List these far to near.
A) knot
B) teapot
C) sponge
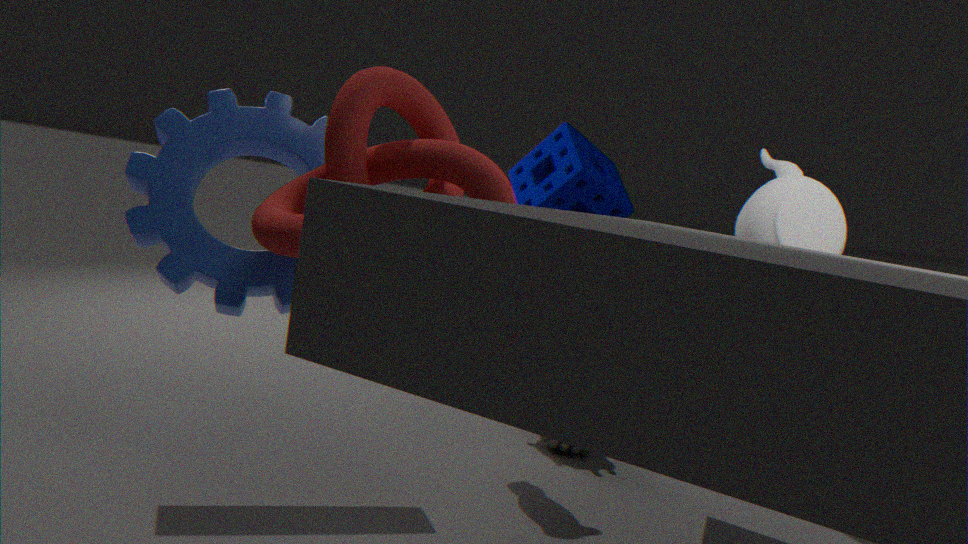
sponge < teapot < knot
